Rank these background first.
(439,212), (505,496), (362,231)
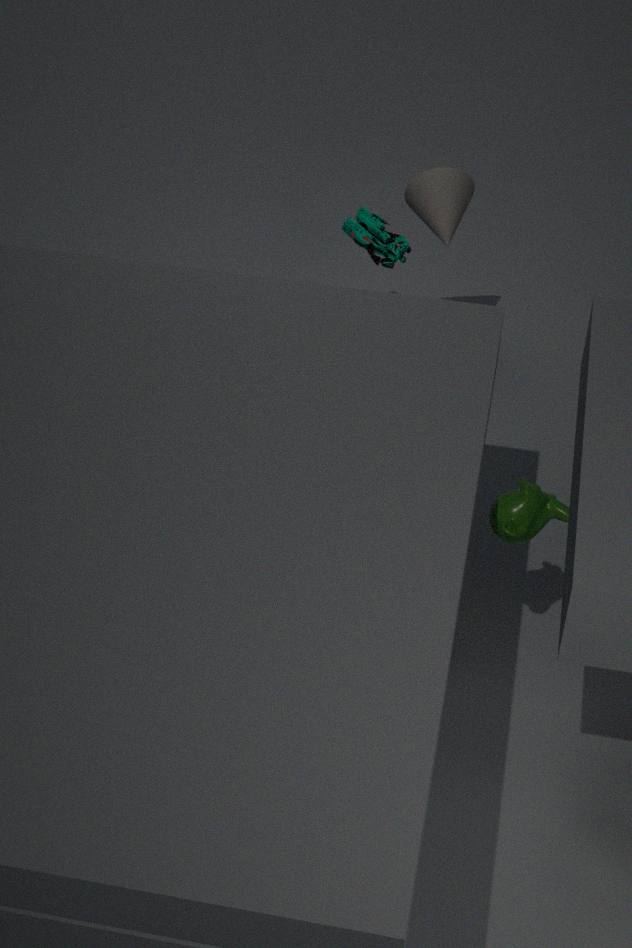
(362,231) → (439,212) → (505,496)
